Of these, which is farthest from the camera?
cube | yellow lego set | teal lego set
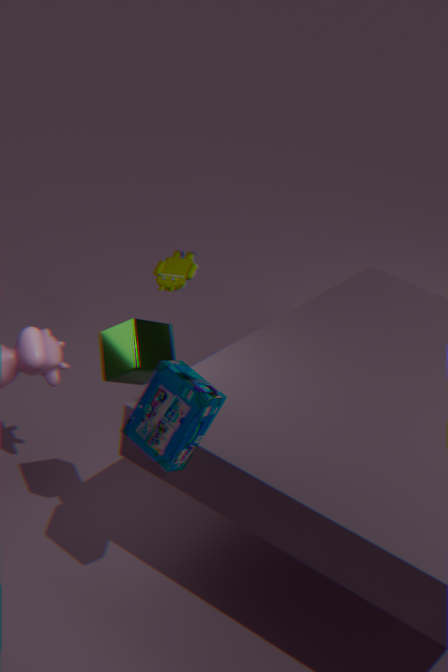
yellow lego set
